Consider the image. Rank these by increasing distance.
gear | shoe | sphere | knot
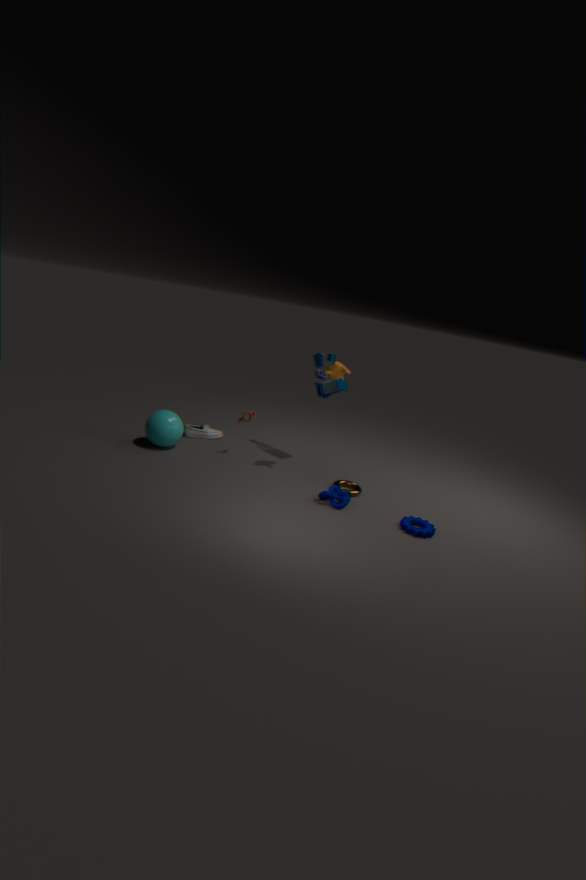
gear → knot → sphere → shoe
